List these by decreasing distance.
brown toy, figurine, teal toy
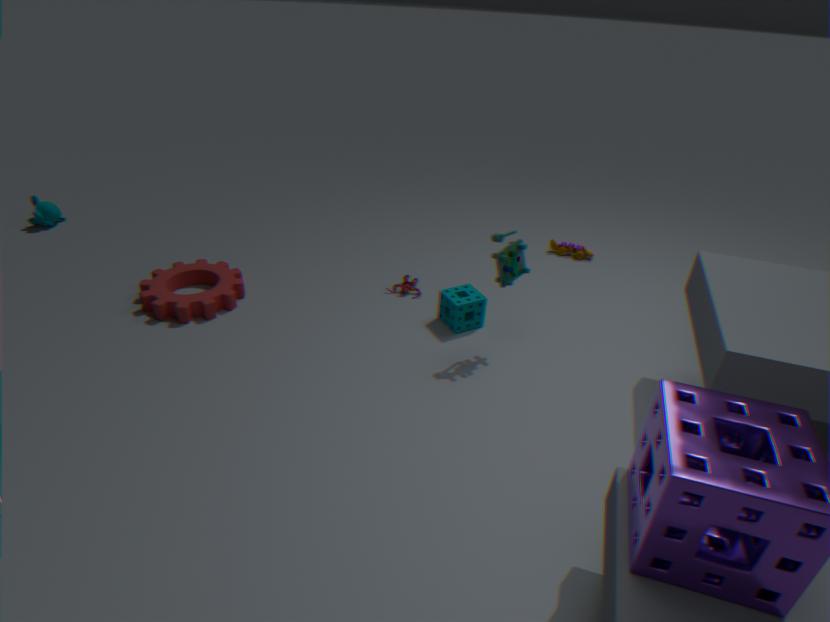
brown toy → figurine → teal toy
